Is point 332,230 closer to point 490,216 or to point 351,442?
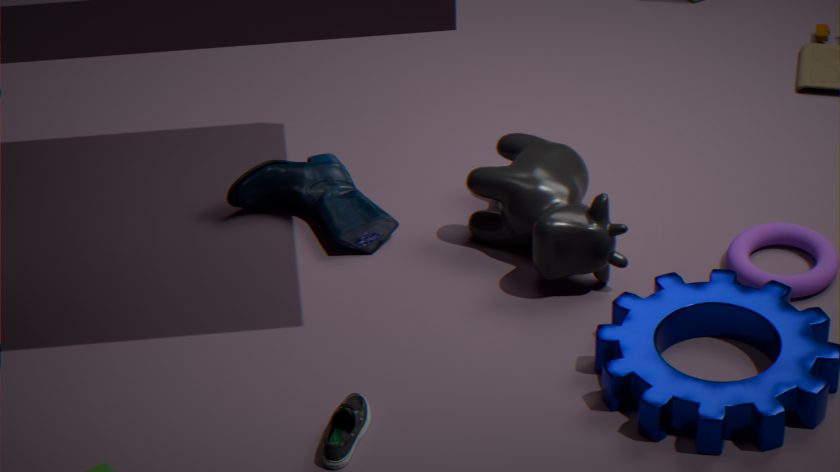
point 490,216
